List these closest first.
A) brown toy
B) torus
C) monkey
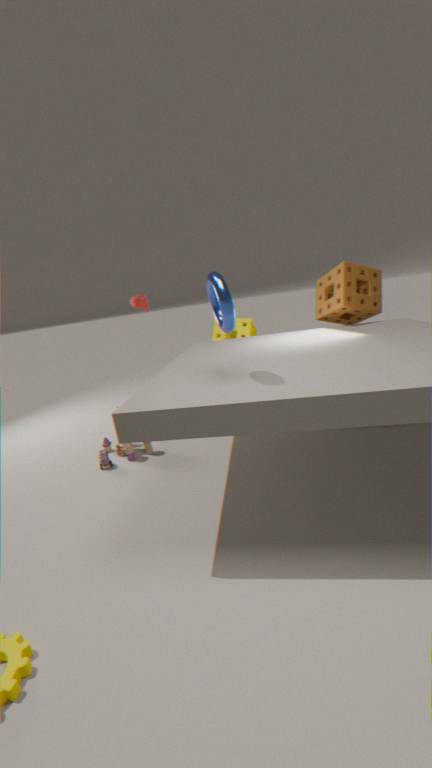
torus < brown toy < monkey
